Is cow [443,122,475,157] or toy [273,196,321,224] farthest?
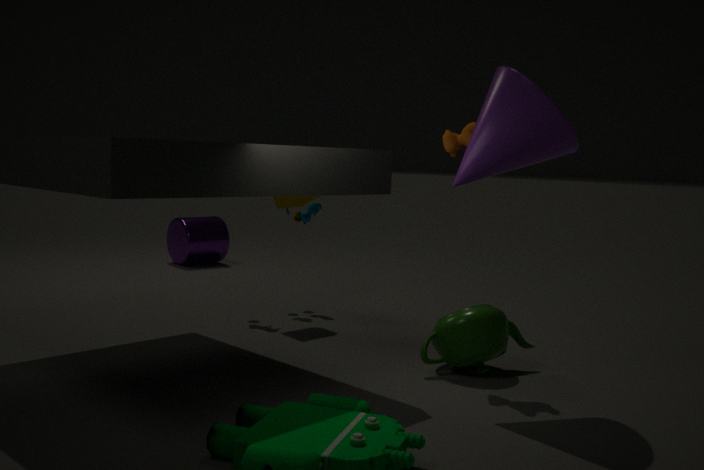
toy [273,196,321,224]
